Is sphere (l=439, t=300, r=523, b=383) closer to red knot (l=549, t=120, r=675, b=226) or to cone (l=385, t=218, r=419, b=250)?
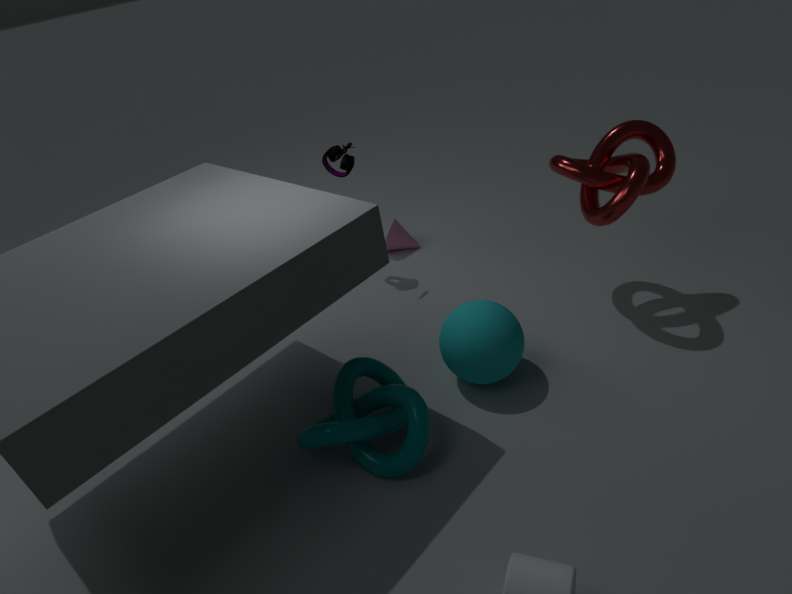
red knot (l=549, t=120, r=675, b=226)
